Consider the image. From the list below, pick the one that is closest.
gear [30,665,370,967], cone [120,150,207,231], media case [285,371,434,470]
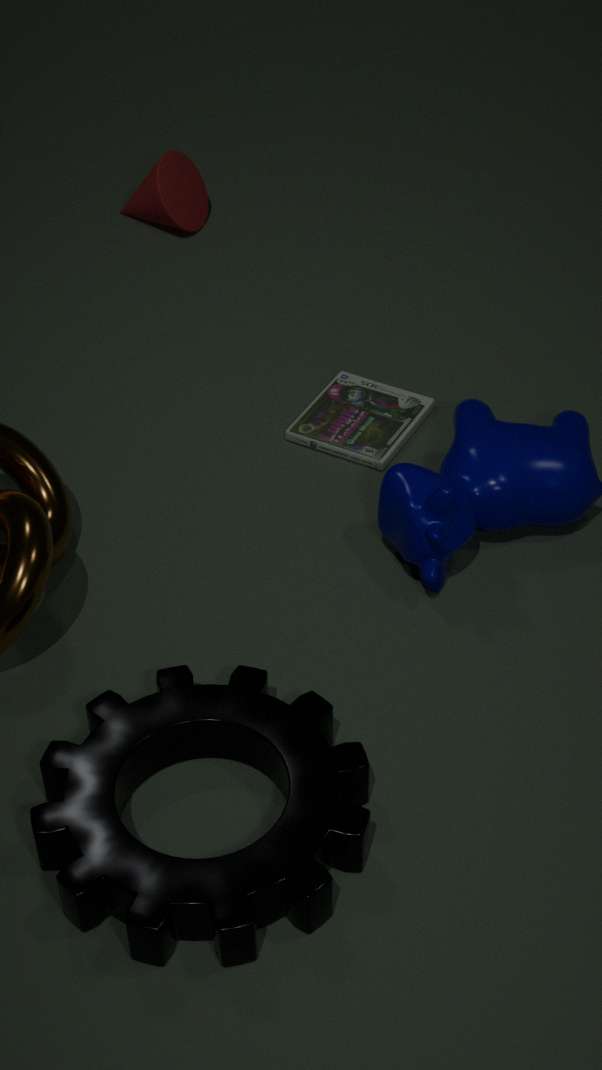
gear [30,665,370,967]
